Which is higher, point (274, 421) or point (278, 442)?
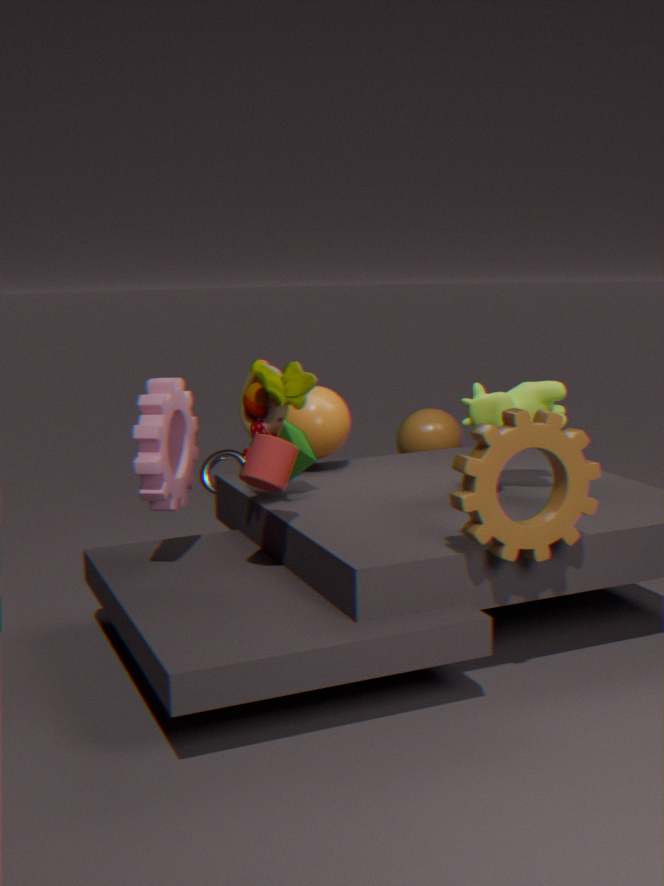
point (274, 421)
